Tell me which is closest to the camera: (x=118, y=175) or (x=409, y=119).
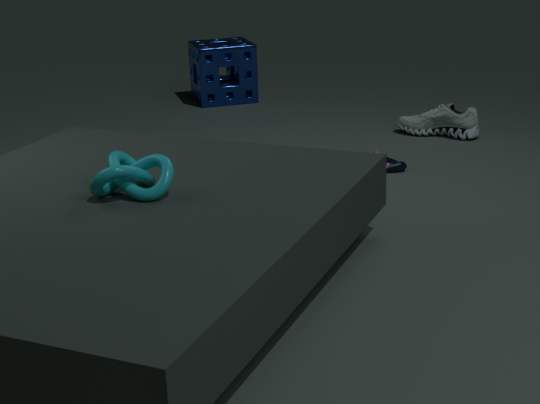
(x=118, y=175)
